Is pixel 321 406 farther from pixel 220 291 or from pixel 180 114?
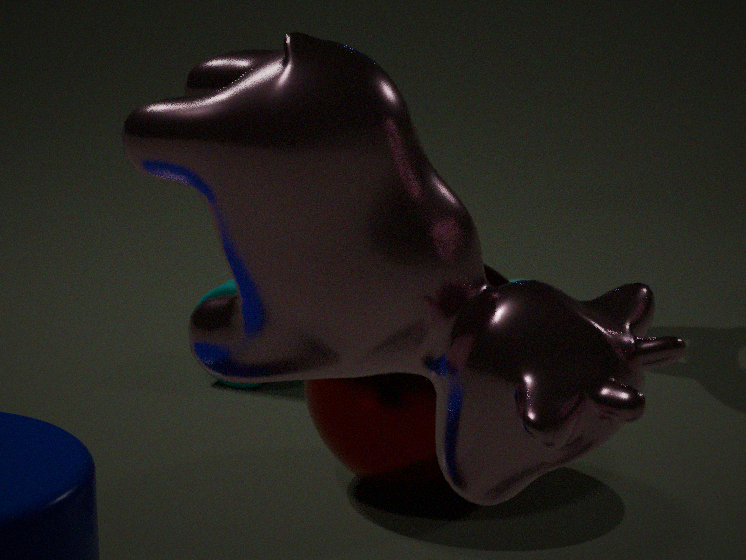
pixel 180 114
